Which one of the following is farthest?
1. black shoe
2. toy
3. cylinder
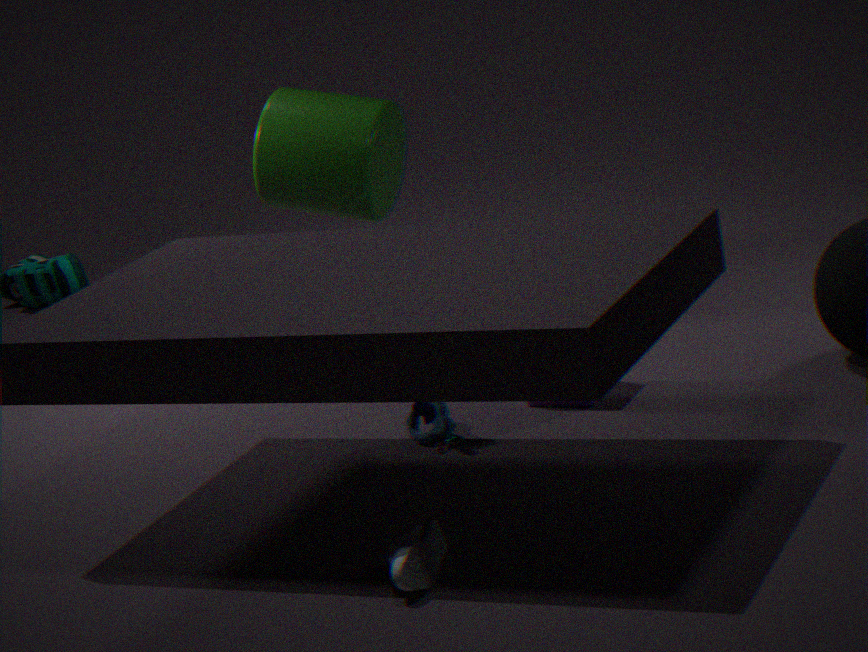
cylinder
